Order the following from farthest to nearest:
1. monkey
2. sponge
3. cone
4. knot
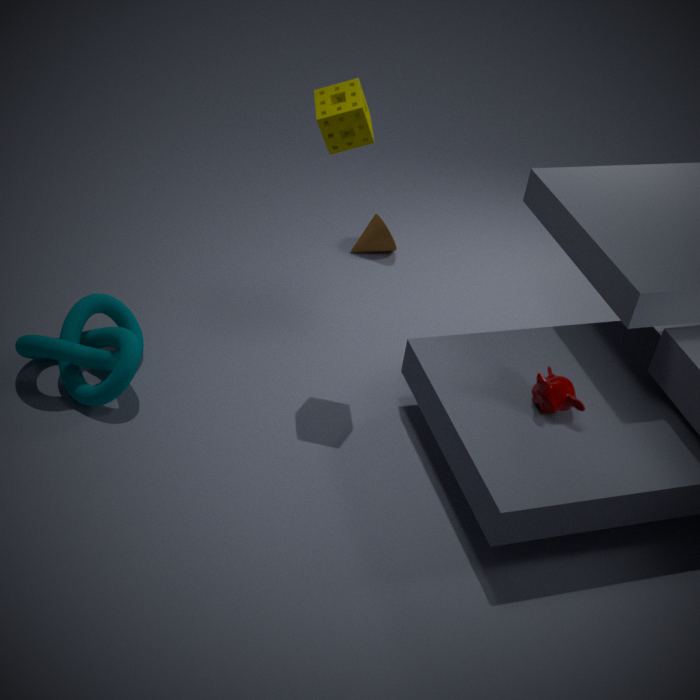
cone → knot → monkey → sponge
